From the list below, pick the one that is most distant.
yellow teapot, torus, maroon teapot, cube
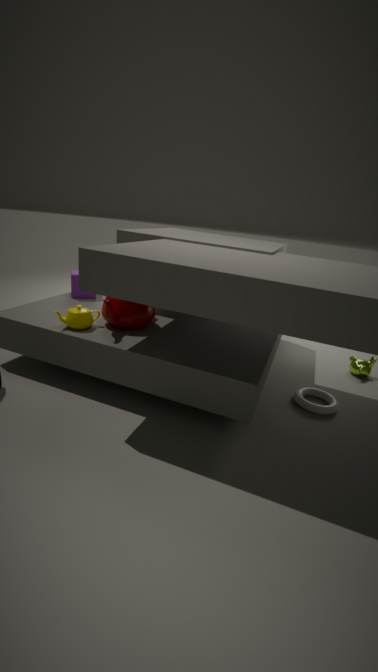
cube
